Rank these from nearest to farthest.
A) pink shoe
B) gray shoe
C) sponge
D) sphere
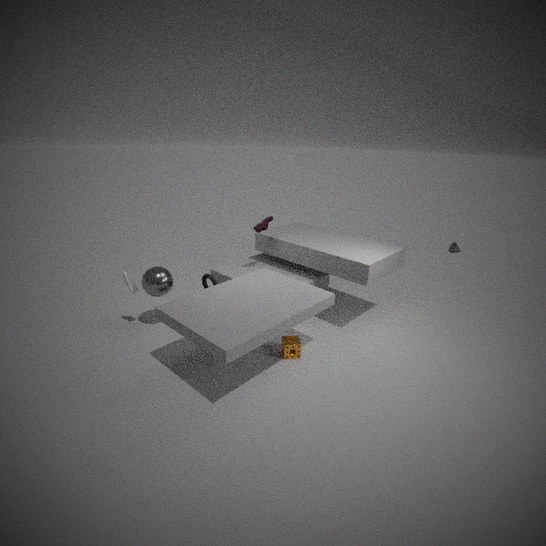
sponge → sphere → gray shoe → pink shoe
